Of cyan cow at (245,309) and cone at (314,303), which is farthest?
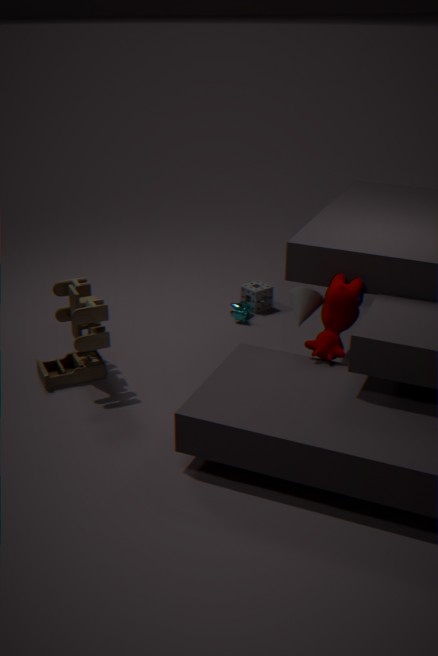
cyan cow at (245,309)
